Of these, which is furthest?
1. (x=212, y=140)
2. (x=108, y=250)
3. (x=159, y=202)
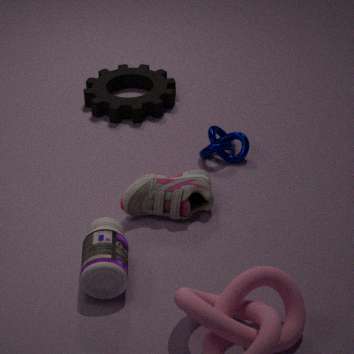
(x=212, y=140)
